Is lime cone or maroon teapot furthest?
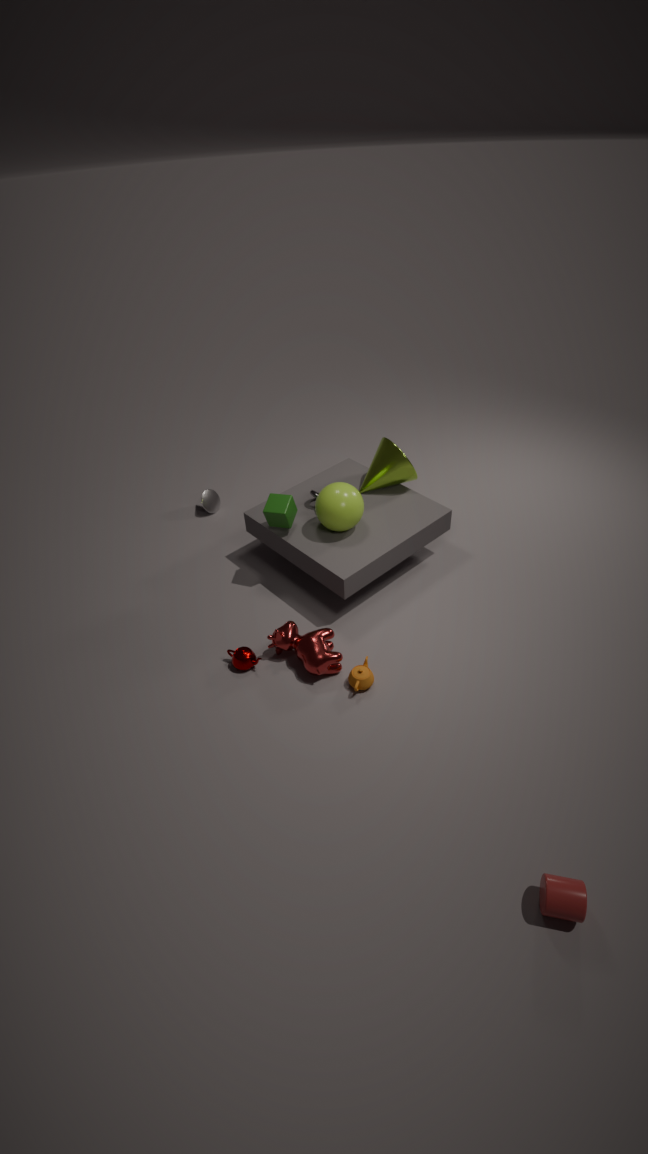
lime cone
